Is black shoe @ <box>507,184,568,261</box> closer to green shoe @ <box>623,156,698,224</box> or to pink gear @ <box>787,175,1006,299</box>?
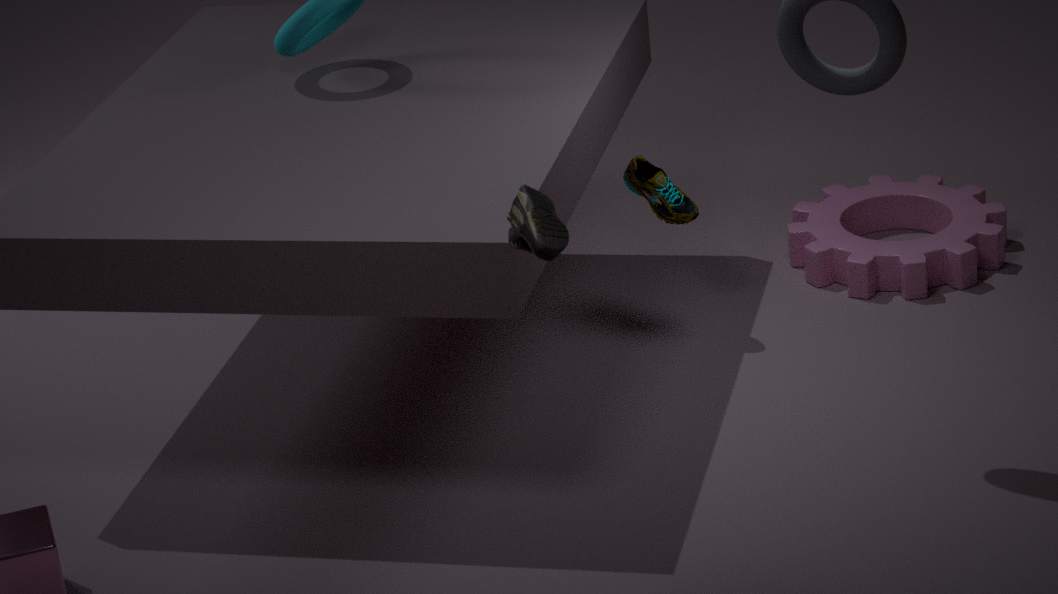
green shoe @ <box>623,156,698,224</box>
